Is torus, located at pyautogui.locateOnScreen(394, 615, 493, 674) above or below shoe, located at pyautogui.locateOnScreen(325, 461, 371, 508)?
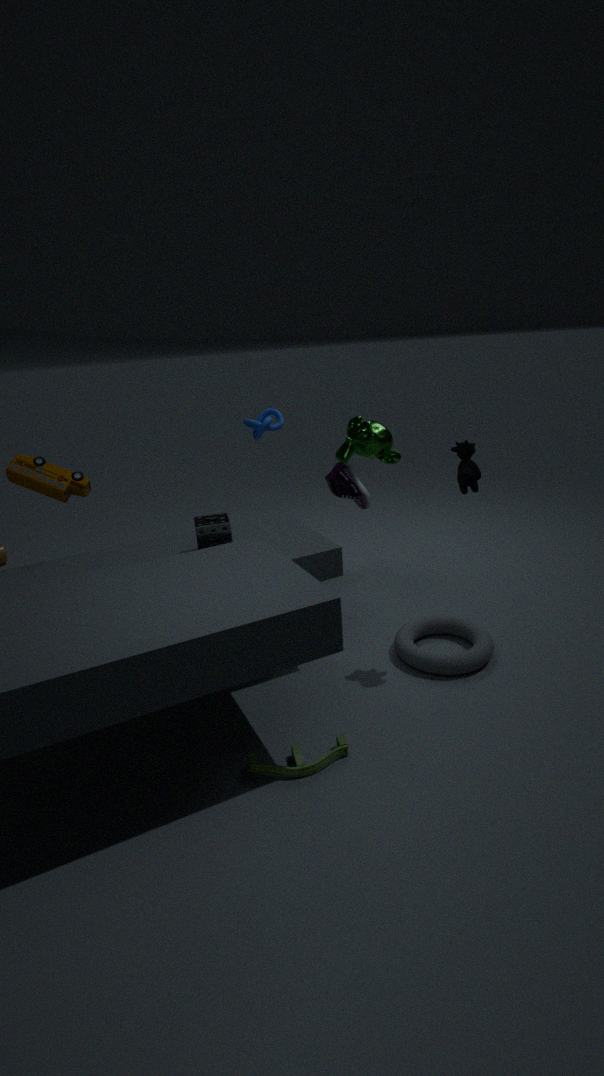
below
